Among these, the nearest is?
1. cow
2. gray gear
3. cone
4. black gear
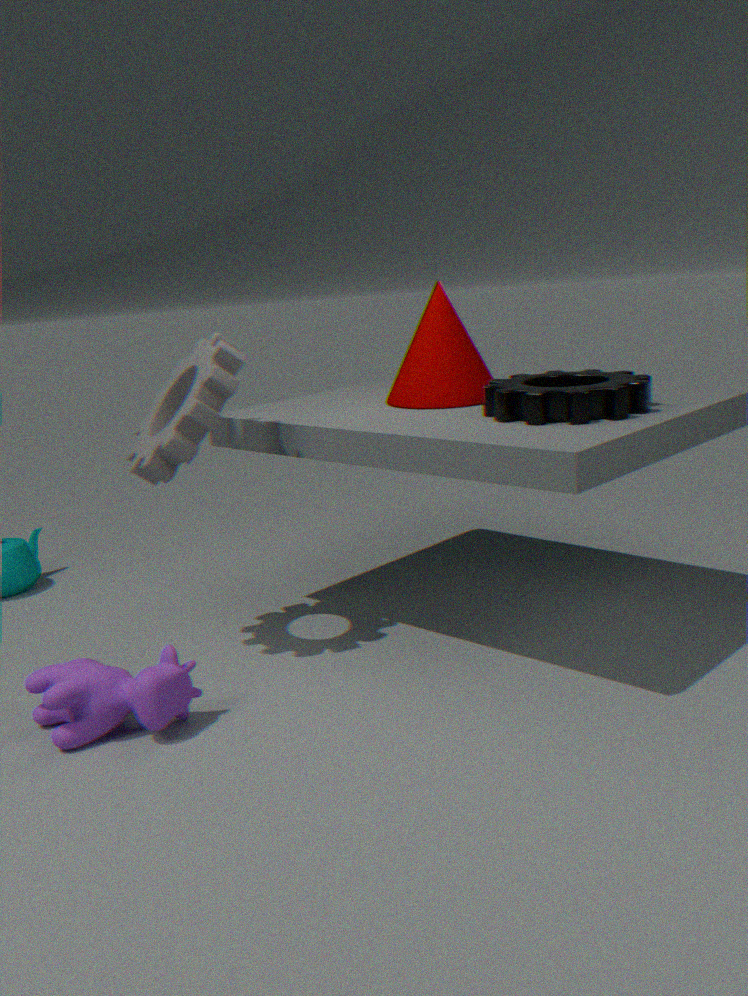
cow
